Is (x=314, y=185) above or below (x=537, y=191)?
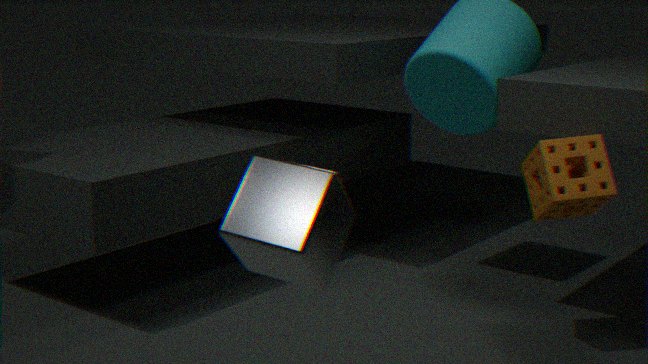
above
